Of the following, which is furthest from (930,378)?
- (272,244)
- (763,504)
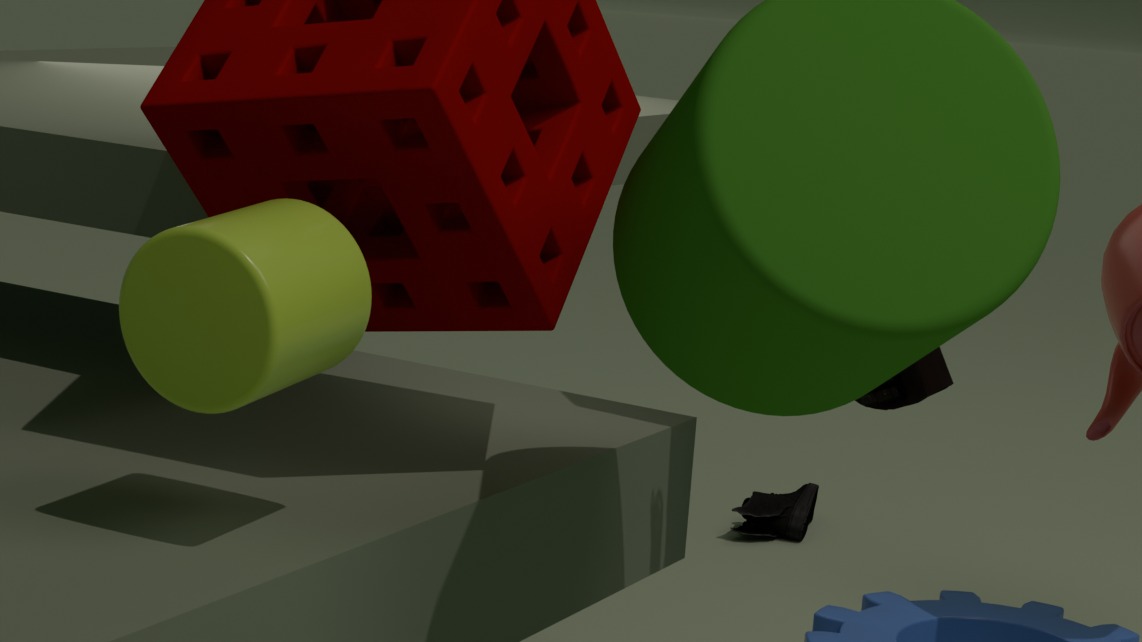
(763,504)
